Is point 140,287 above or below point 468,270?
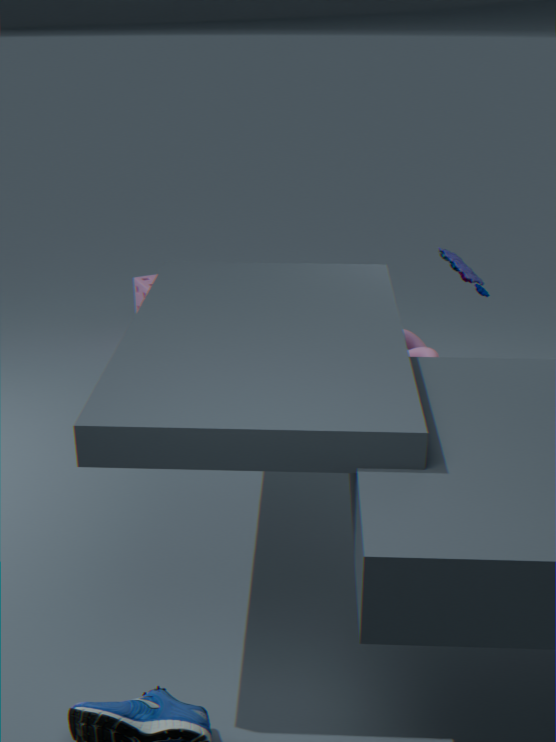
below
